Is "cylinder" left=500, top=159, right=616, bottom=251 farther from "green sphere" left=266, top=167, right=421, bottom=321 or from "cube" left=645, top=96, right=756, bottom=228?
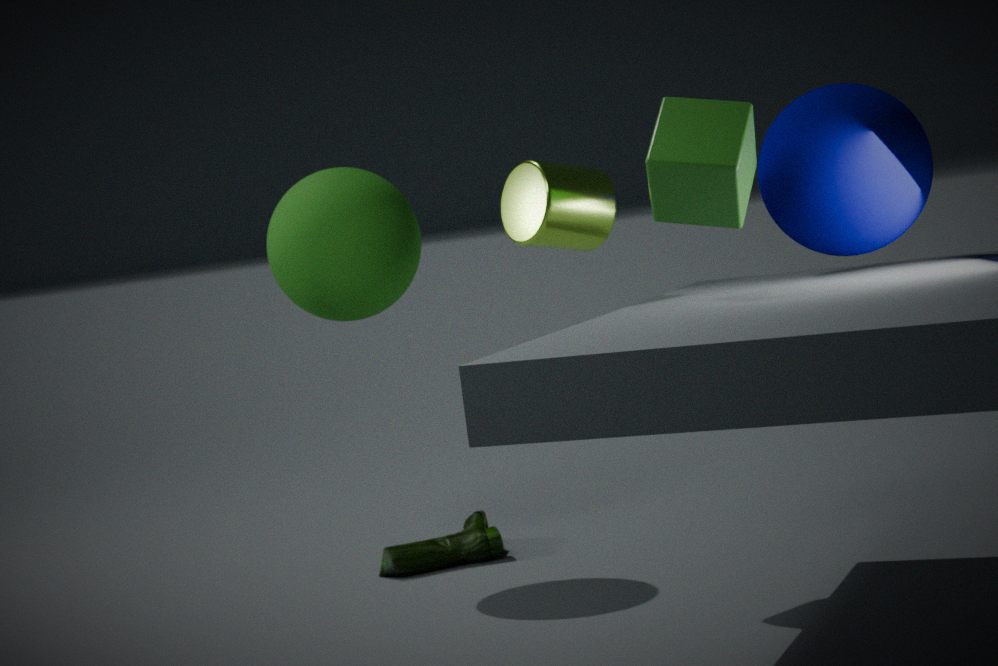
"green sphere" left=266, top=167, right=421, bottom=321
